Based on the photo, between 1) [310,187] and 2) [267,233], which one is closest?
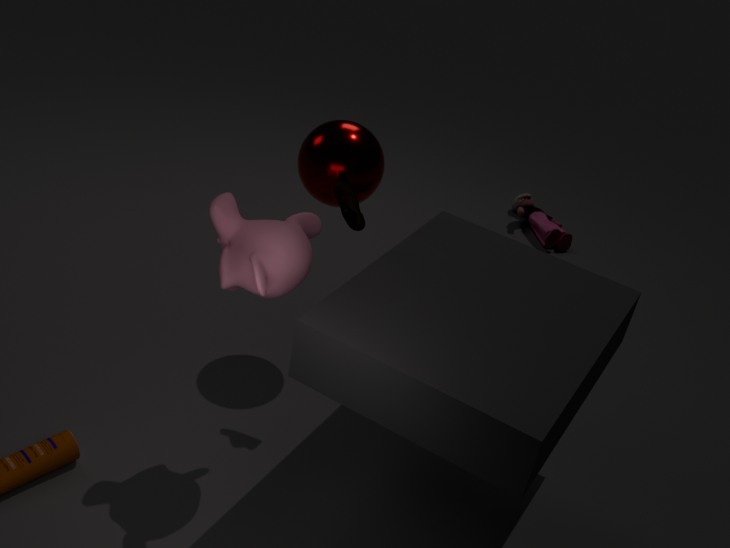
2. [267,233]
